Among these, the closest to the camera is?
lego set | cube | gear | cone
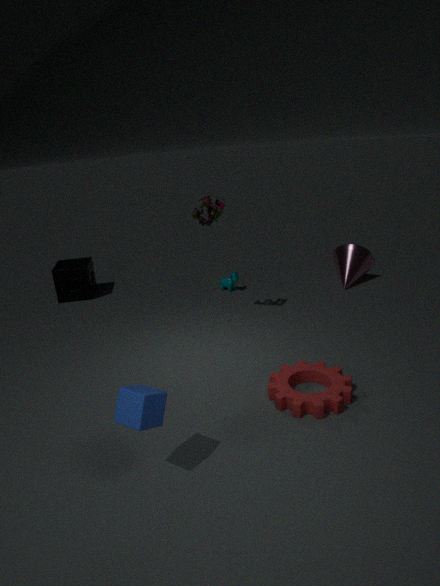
cube
